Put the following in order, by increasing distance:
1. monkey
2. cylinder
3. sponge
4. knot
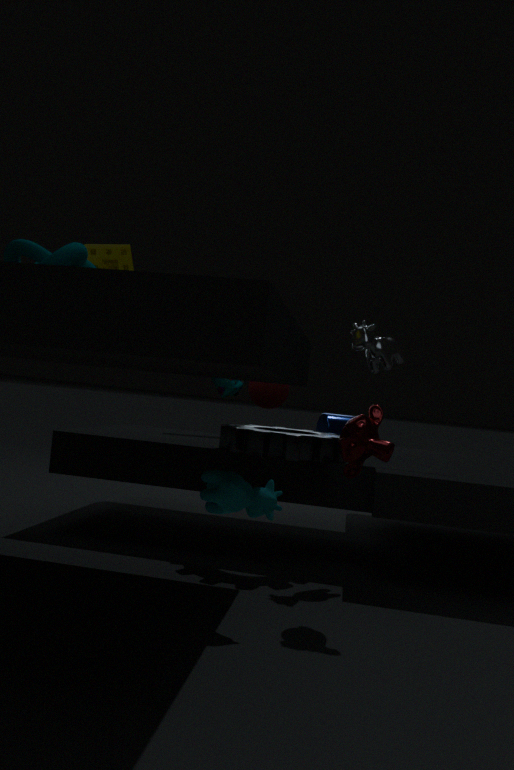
knot < monkey < sponge < cylinder
